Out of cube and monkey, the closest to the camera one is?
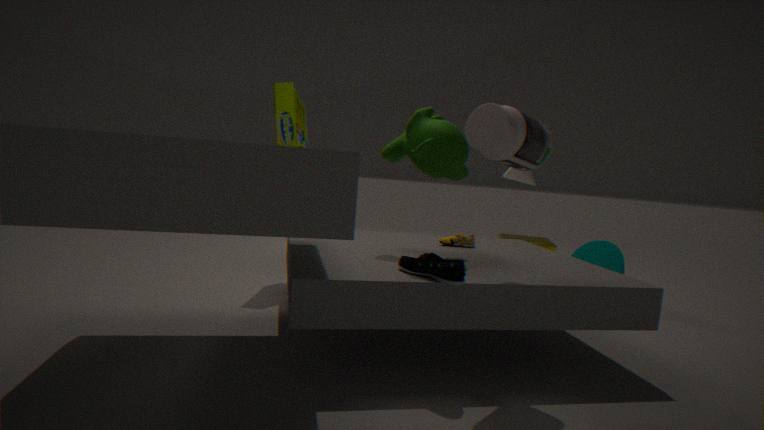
monkey
